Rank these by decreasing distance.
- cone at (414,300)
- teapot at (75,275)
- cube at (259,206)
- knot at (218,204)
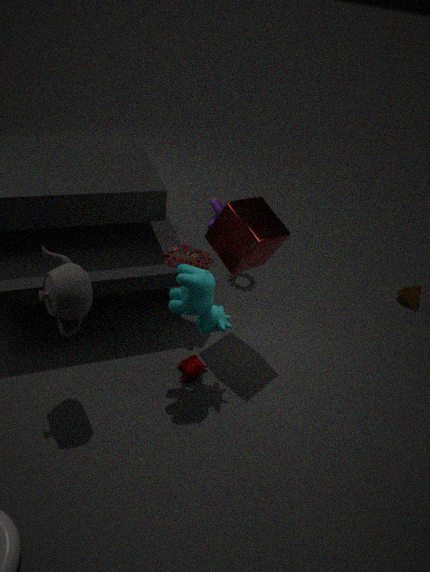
knot at (218,204) < cone at (414,300) < cube at (259,206) < teapot at (75,275)
